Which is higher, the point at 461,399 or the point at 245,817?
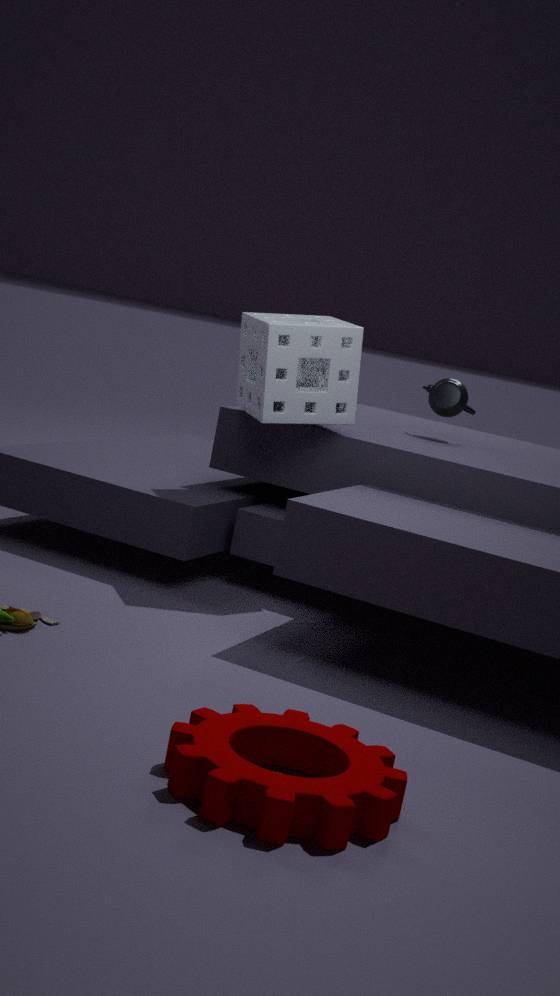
the point at 461,399
